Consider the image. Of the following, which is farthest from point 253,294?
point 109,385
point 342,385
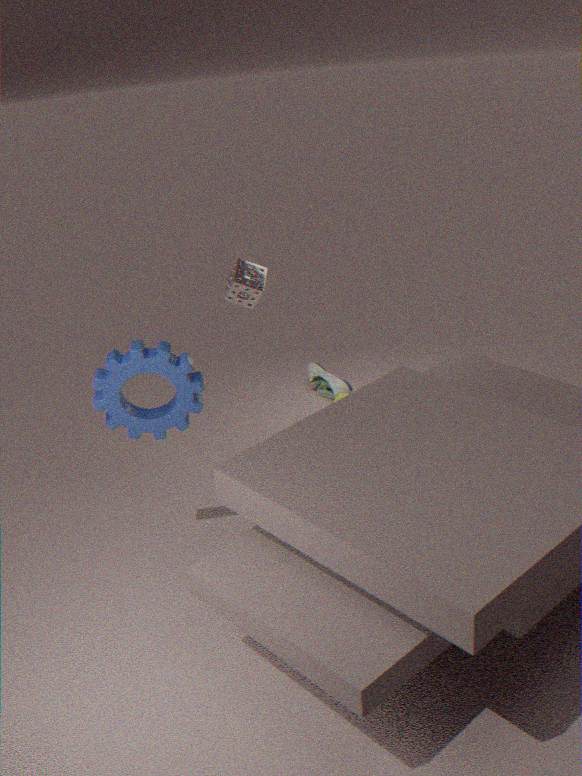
point 342,385
